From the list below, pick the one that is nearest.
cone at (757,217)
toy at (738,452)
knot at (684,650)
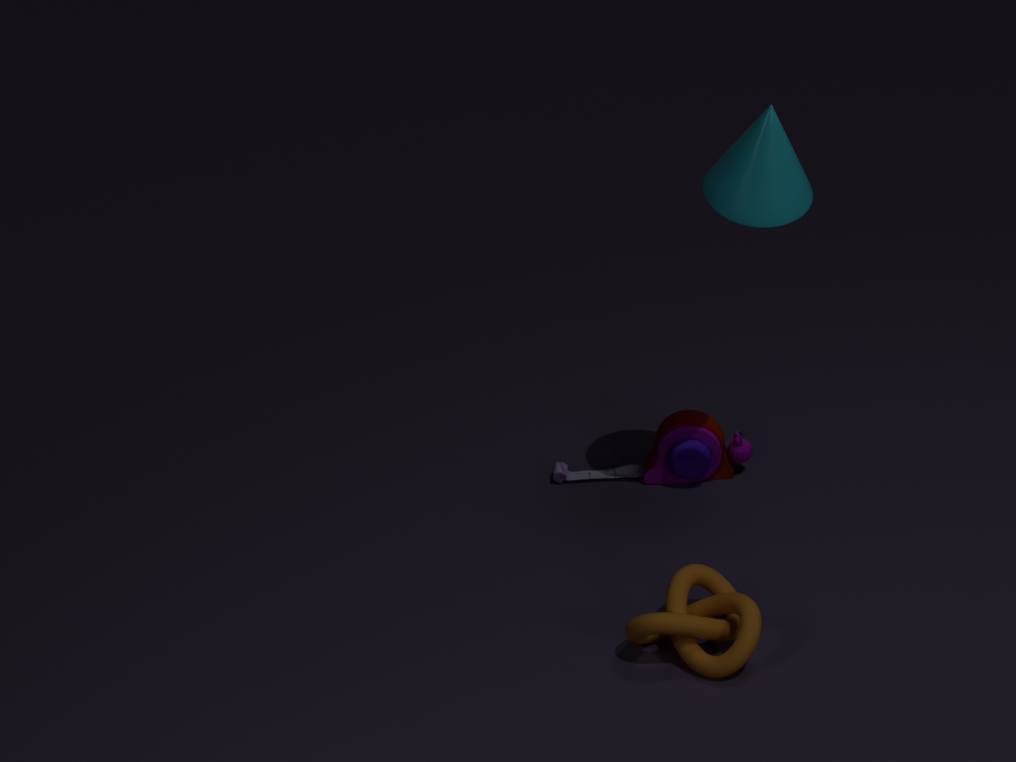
knot at (684,650)
